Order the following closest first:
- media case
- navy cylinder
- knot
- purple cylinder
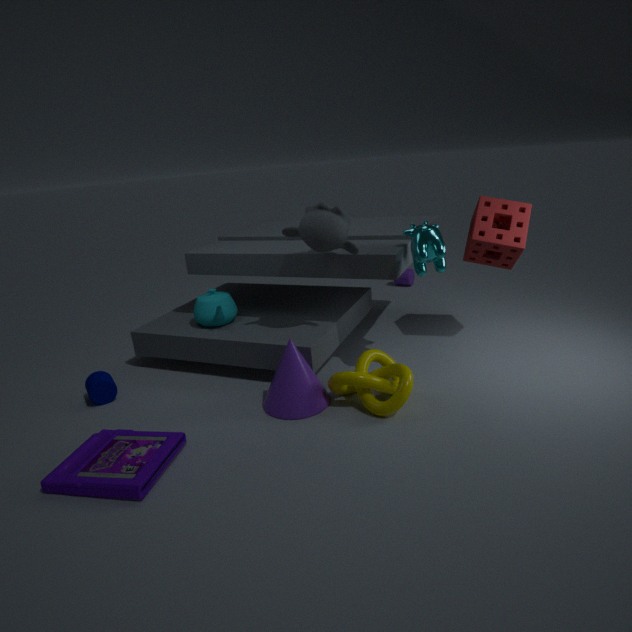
media case, knot, navy cylinder, purple cylinder
